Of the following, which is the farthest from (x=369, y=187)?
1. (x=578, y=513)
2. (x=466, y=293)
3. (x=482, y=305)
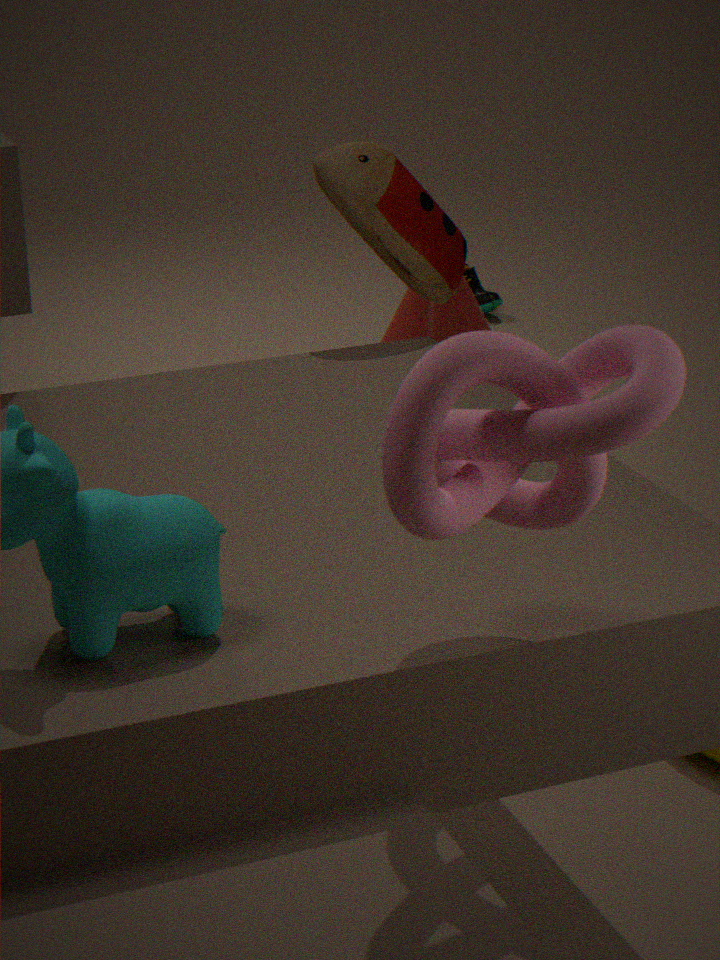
(x=482, y=305)
